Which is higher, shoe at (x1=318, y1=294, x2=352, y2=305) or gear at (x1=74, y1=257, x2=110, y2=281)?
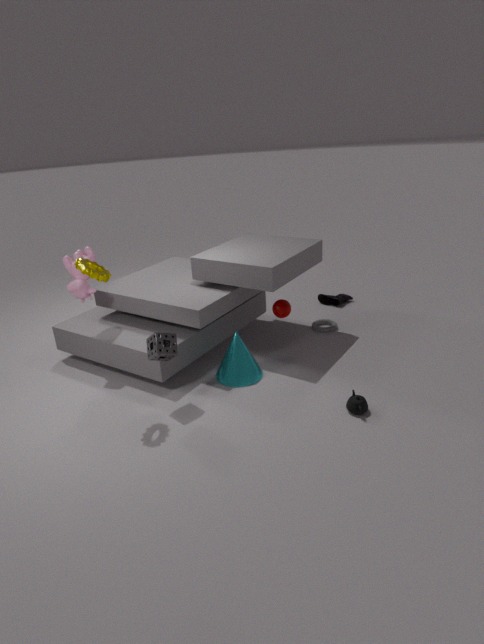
gear at (x1=74, y1=257, x2=110, y2=281)
